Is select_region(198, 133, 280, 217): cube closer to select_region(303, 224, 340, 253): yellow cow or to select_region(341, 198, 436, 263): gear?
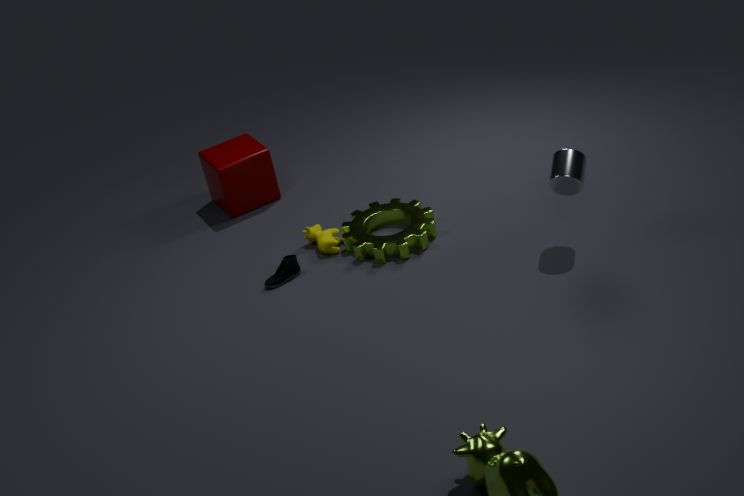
select_region(303, 224, 340, 253): yellow cow
